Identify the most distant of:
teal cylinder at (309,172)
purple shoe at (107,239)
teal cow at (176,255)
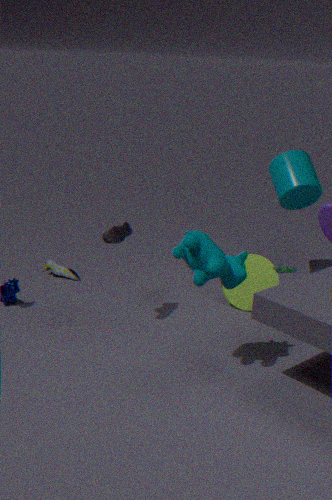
teal cylinder at (309,172)
